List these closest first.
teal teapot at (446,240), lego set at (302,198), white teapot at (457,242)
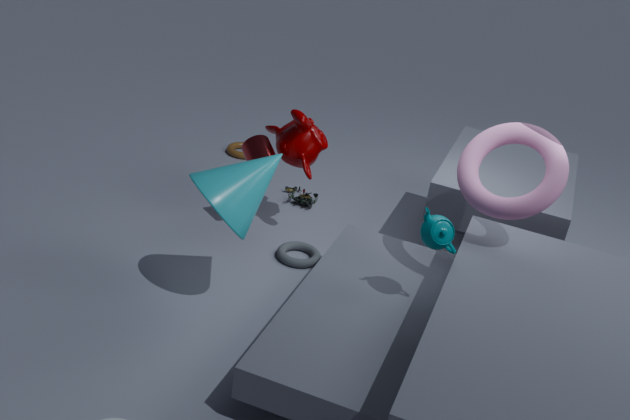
teal teapot at (446,240) → white teapot at (457,242) → lego set at (302,198)
